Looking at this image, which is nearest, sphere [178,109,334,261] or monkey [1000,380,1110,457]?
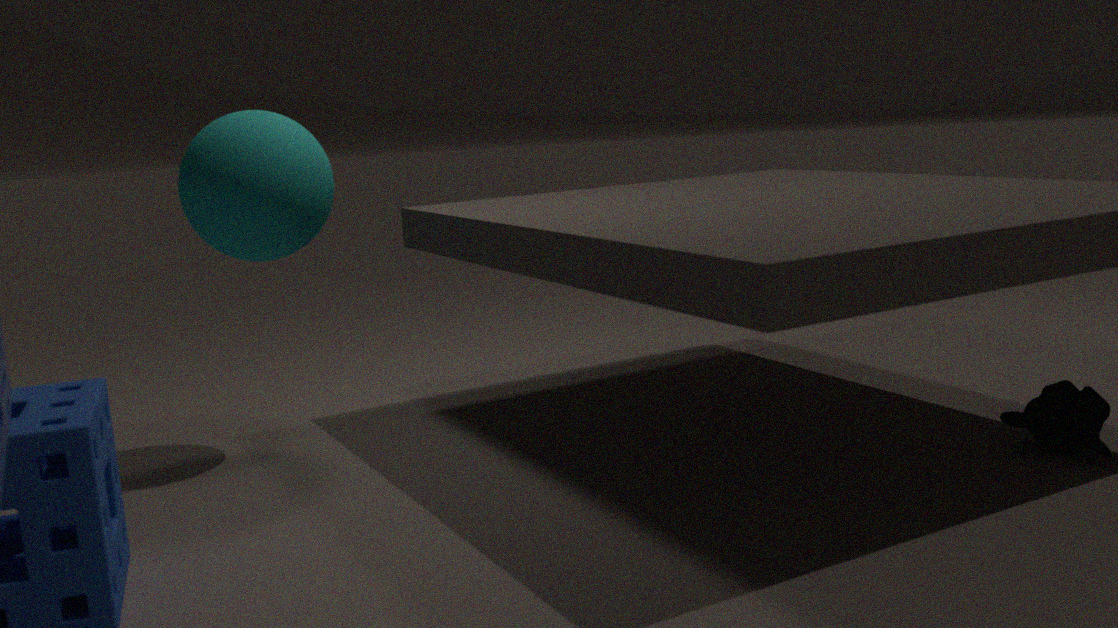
monkey [1000,380,1110,457]
